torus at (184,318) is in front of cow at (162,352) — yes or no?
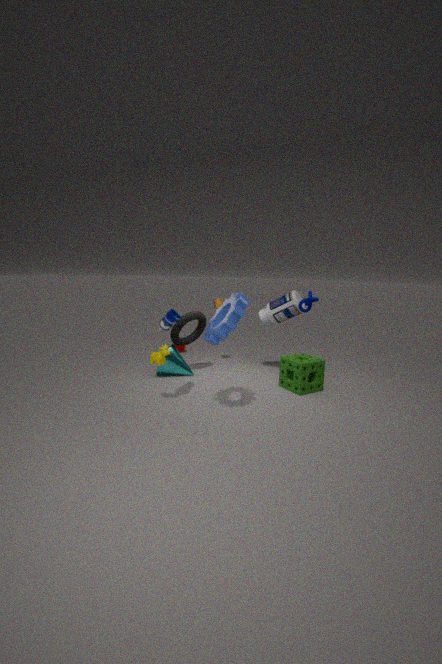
No
